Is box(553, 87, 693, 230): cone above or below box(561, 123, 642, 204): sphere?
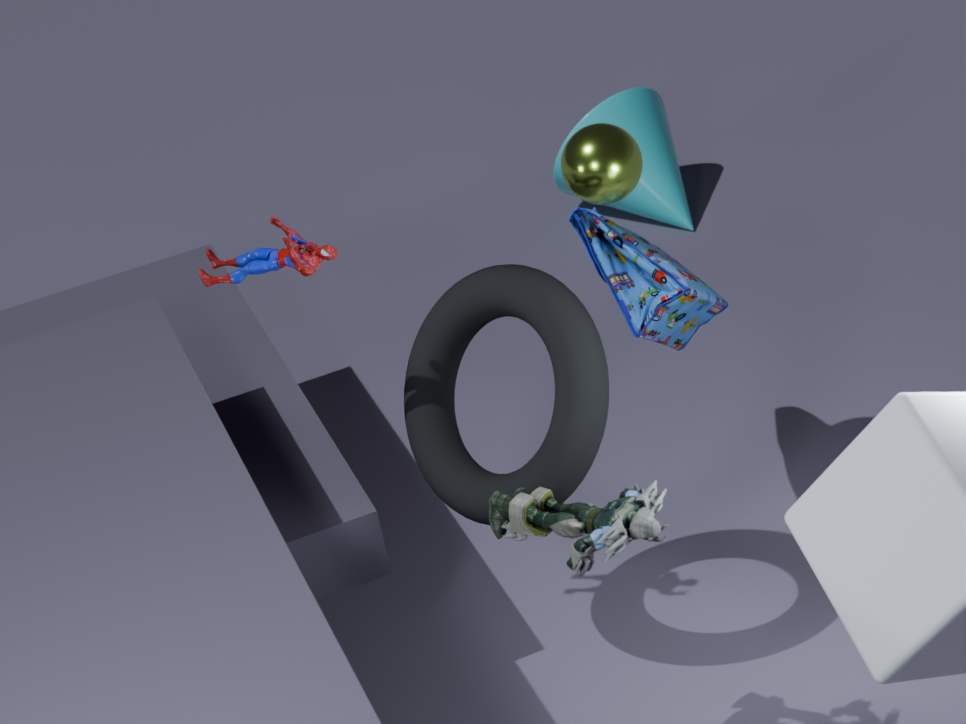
below
